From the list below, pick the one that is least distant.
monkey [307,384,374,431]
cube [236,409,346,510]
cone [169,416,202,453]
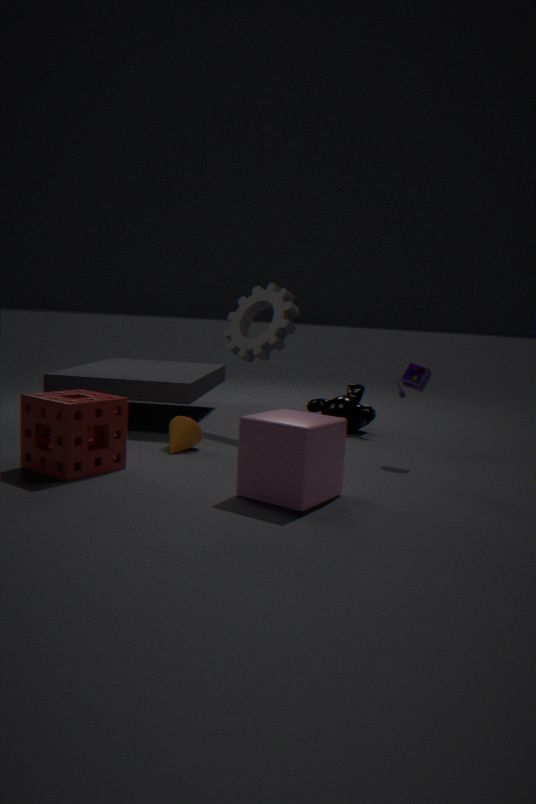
cube [236,409,346,510]
